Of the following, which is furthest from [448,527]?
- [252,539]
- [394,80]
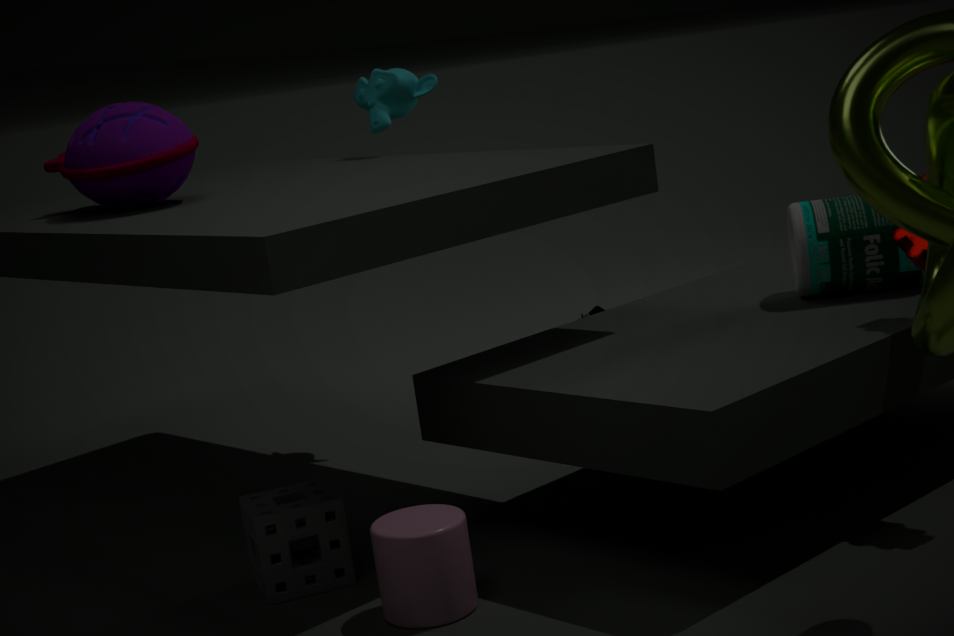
[394,80]
